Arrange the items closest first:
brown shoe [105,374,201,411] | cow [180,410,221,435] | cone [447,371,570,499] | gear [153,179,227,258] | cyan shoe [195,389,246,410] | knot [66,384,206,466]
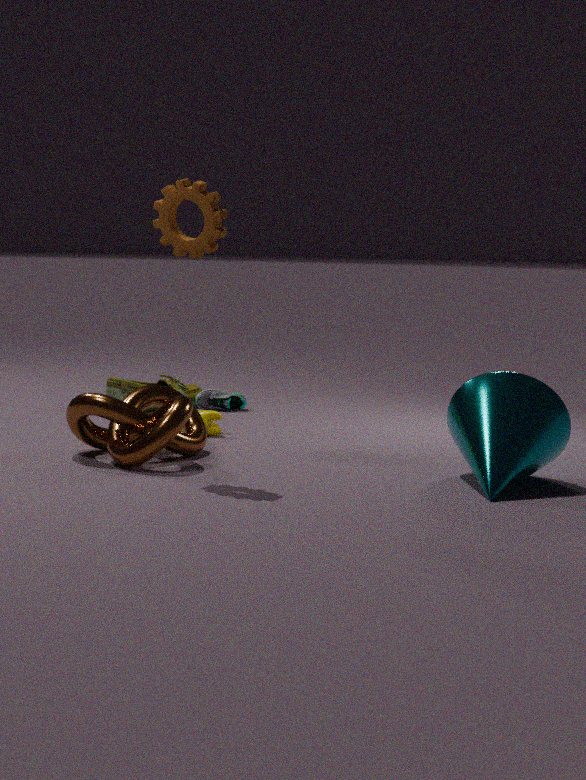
cone [447,371,570,499], gear [153,179,227,258], knot [66,384,206,466], cow [180,410,221,435], brown shoe [105,374,201,411], cyan shoe [195,389,246,410]
